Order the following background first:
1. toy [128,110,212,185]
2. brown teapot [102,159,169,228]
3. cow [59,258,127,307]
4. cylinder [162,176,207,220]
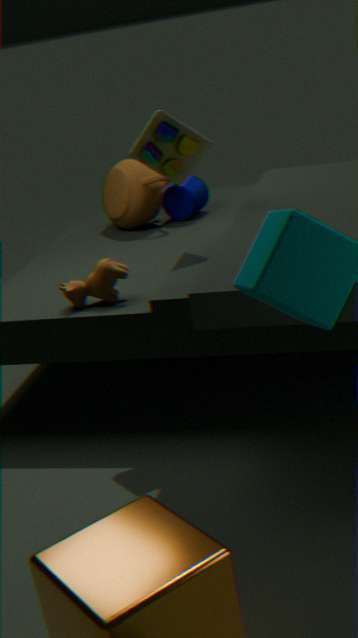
cylinder [162,176,207,220]
brown teapot [102,159,169,228]
cow [59,258,127,307]
toy [128,110,212,185]
